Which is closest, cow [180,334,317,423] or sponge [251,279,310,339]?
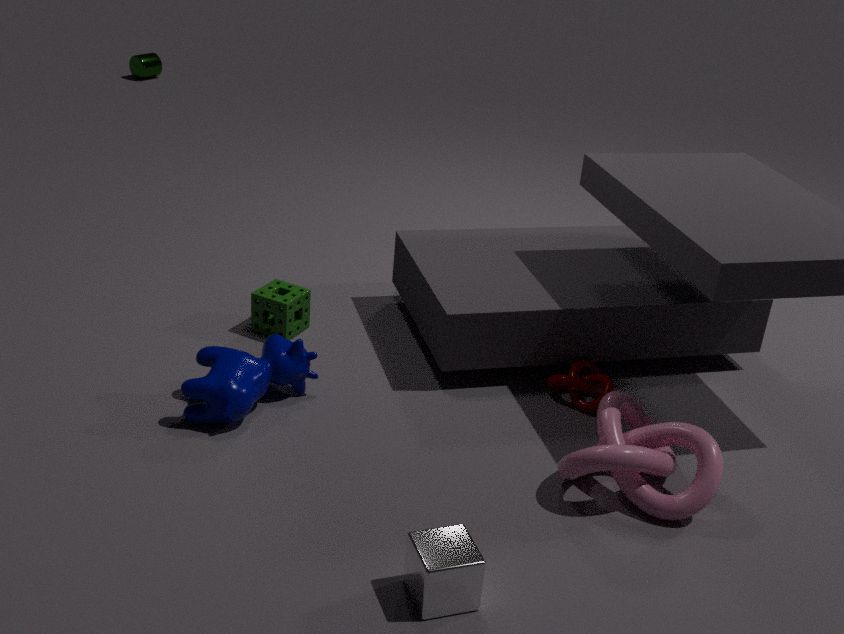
cow [180,334,317,423]
